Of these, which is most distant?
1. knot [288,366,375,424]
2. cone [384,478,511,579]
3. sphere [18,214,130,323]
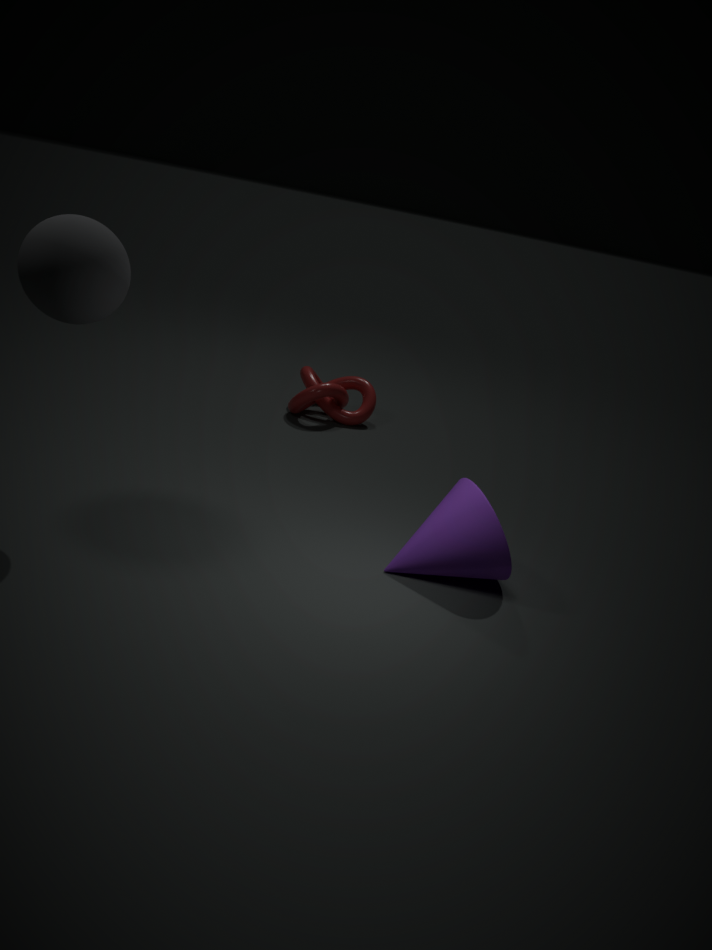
knot [288,366,375,424]
